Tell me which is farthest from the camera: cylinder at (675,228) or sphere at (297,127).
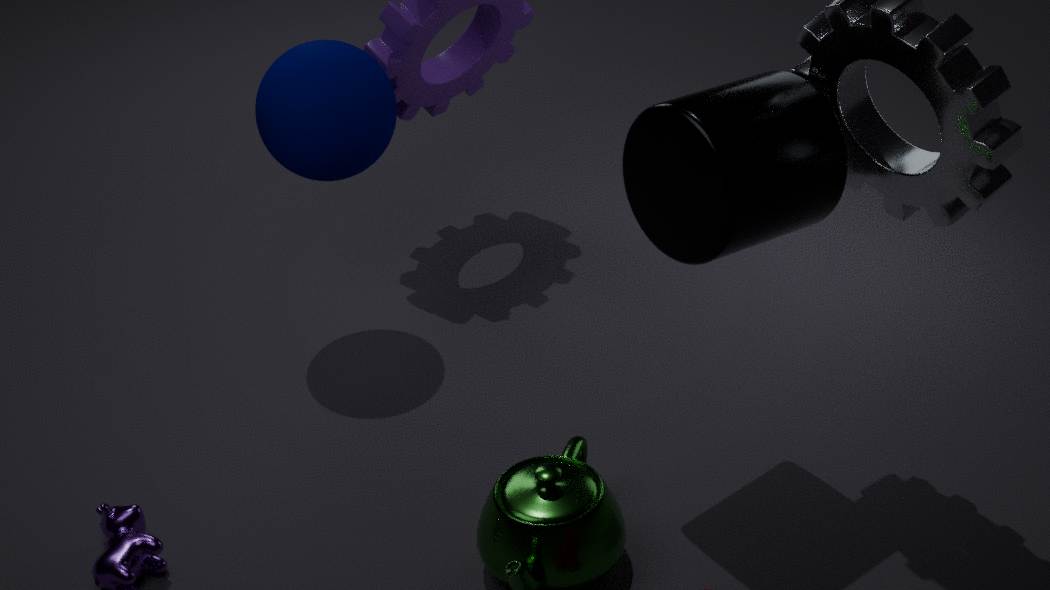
sphere at (297,127)
